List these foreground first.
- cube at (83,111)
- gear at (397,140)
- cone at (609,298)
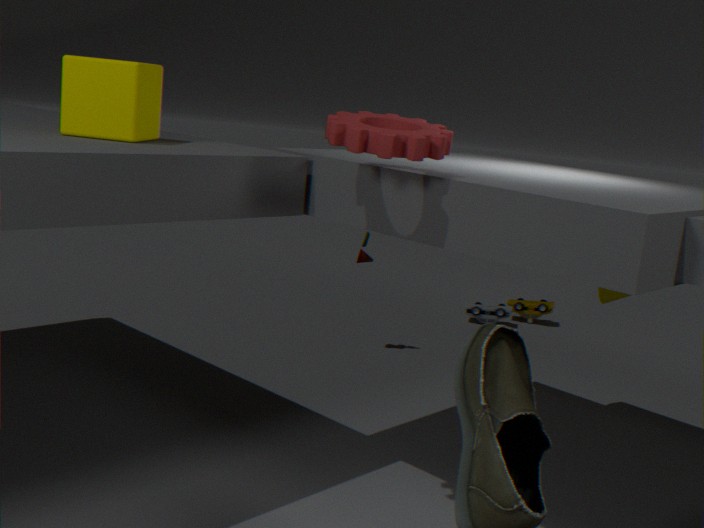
1. gear at (397,140)
2. cube at (83,111)
3. cone at (609,298)
